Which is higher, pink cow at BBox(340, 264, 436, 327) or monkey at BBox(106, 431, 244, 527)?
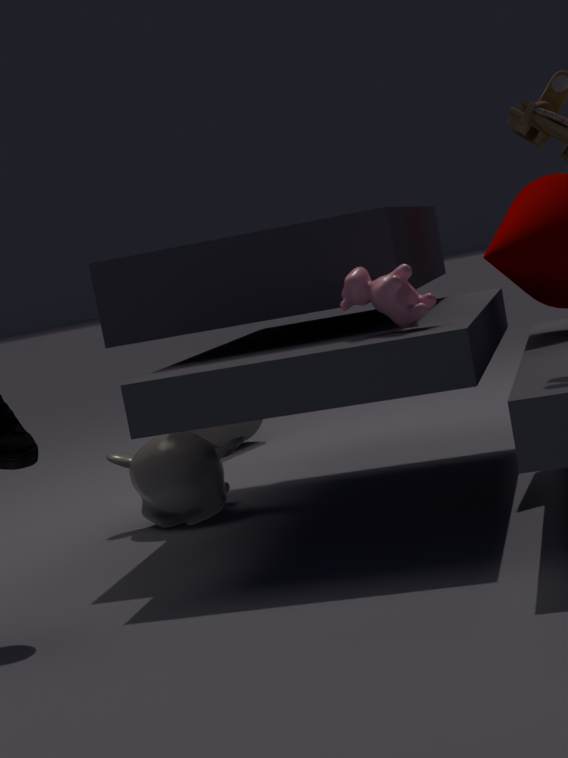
pink cow at BBox(340, 264, 436, 327)
